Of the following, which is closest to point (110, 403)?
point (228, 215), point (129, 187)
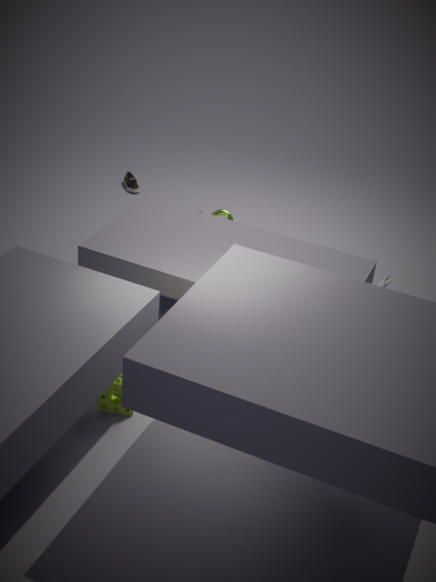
point (228, 215)
